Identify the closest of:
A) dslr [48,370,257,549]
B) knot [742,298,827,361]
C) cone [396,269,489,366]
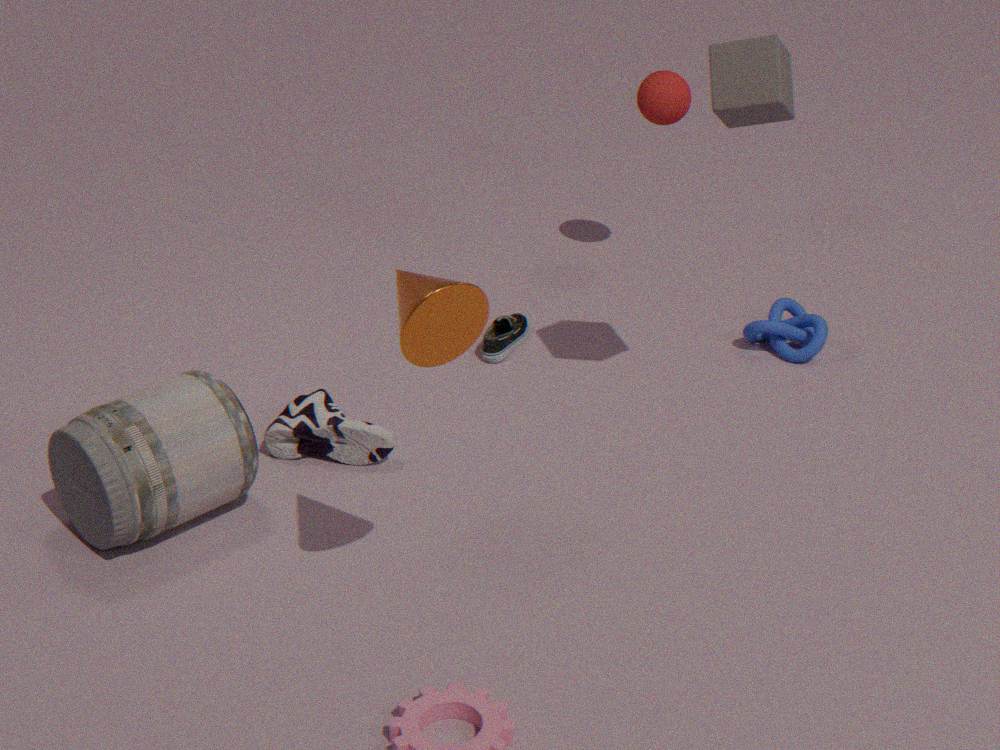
cone [396,269,489,366]
